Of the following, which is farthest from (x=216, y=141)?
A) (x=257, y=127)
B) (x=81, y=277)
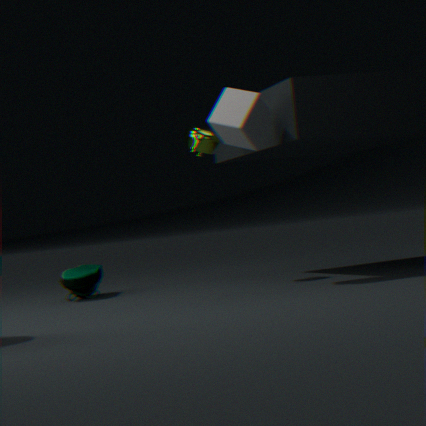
(x=81, y=277)
